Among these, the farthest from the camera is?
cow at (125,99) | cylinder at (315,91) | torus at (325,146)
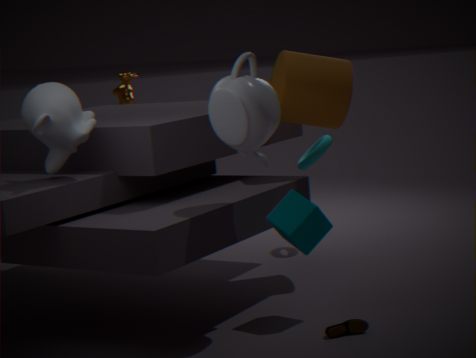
cow at (125,99)
